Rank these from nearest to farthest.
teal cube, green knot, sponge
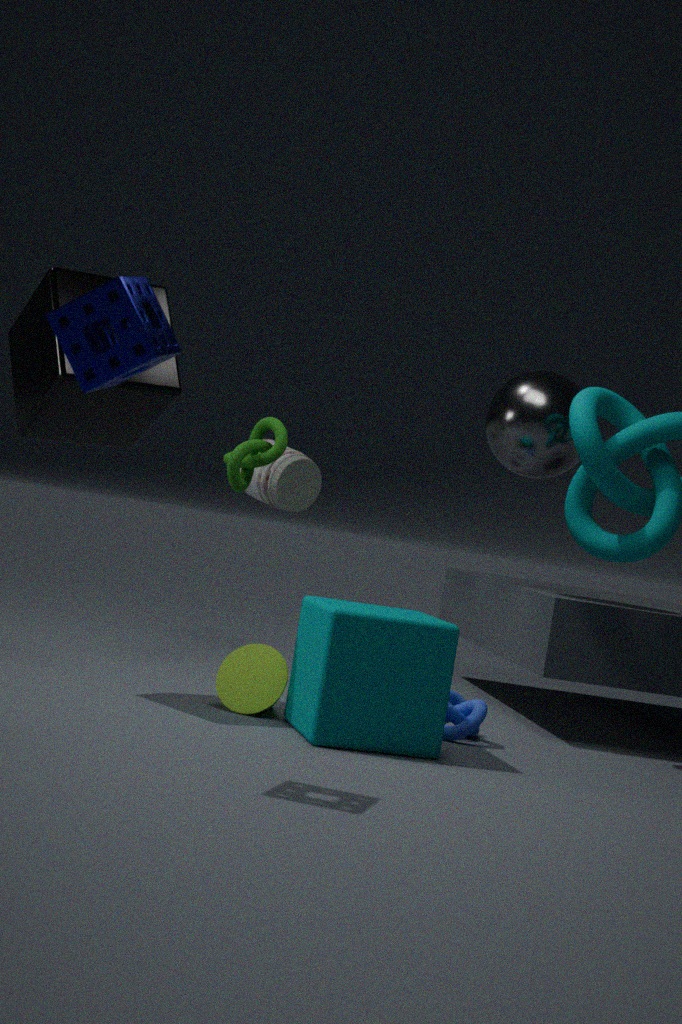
sponge, teal cube, green knot
